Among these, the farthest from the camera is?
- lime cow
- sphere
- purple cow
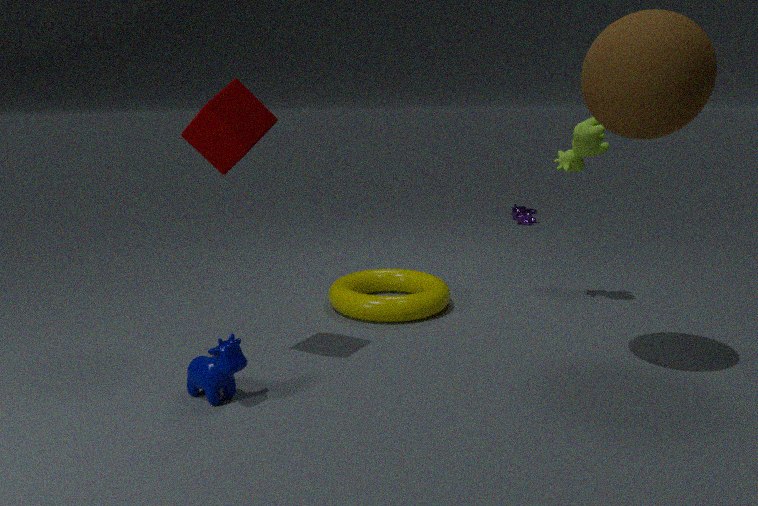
purple cow
